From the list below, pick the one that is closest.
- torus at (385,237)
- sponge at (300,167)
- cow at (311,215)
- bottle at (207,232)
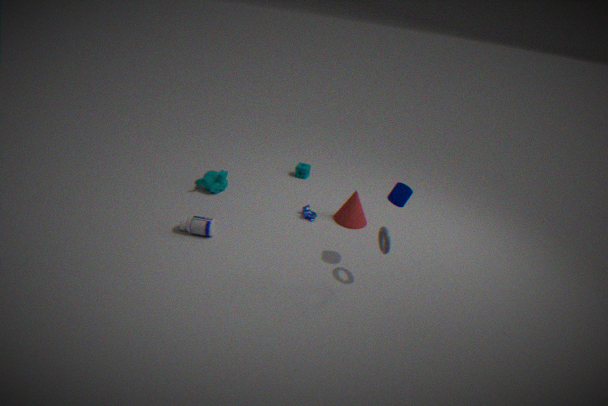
torus at (385,237)
